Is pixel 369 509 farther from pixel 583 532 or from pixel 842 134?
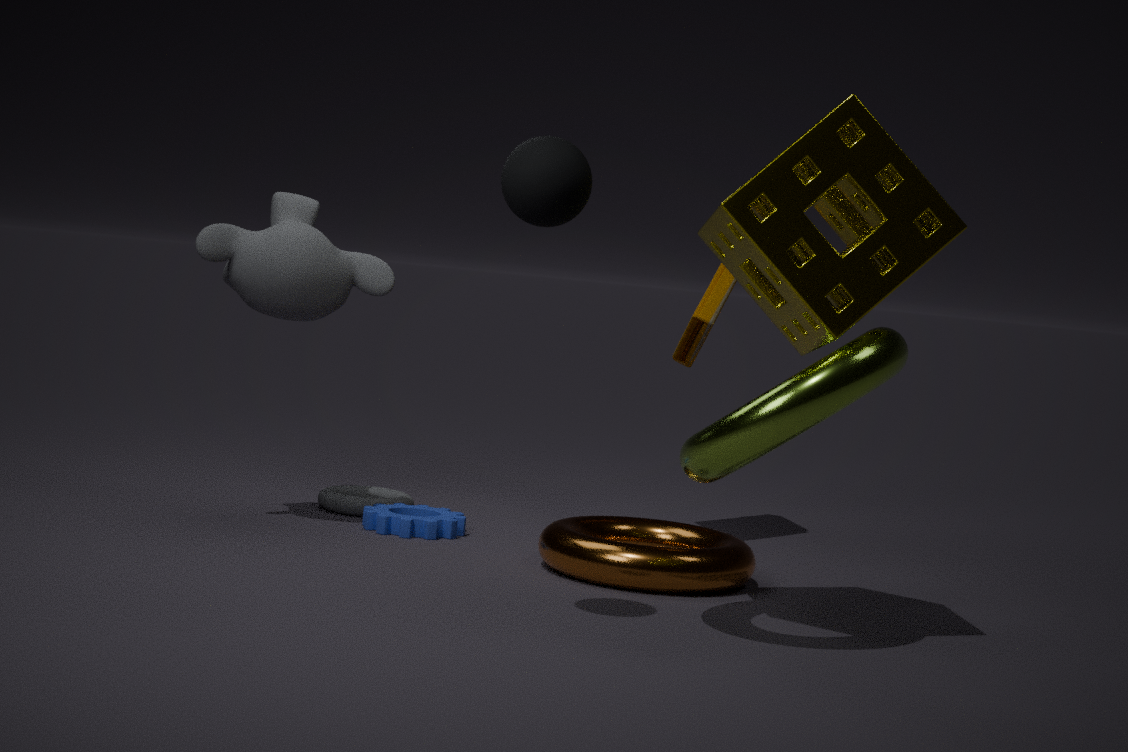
pixel 842 134
